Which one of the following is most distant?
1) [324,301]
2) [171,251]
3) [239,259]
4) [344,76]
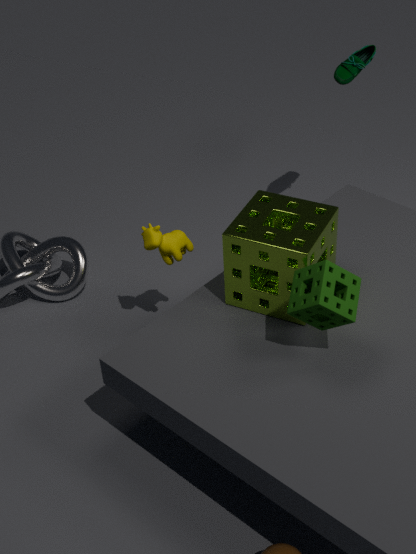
4. [344,76]
